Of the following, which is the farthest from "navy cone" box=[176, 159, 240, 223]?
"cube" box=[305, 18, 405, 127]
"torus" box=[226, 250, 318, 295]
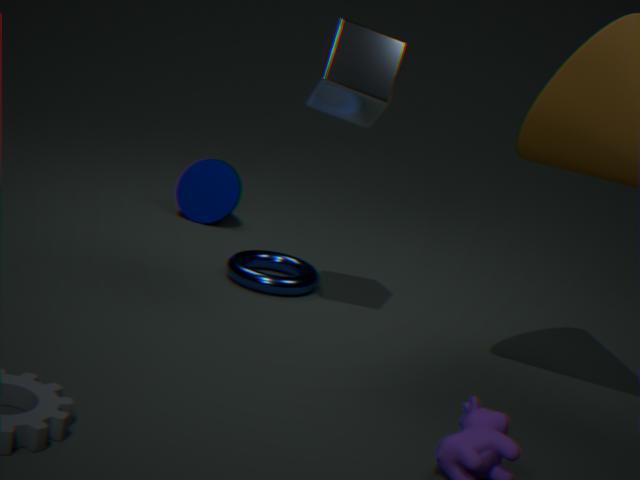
"cube" box=[305, 18, 405, 127]
